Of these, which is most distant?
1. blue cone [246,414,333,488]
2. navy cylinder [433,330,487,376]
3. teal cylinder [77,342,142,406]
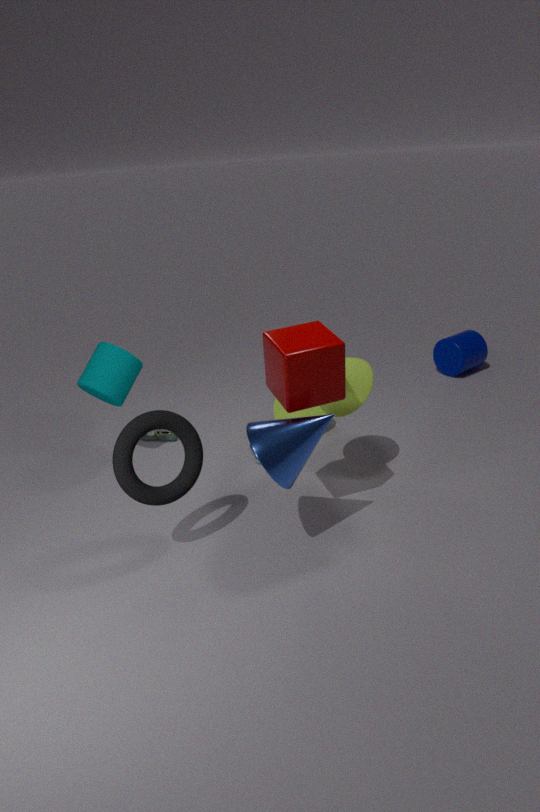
navy cylinder [433,330,487,376]
